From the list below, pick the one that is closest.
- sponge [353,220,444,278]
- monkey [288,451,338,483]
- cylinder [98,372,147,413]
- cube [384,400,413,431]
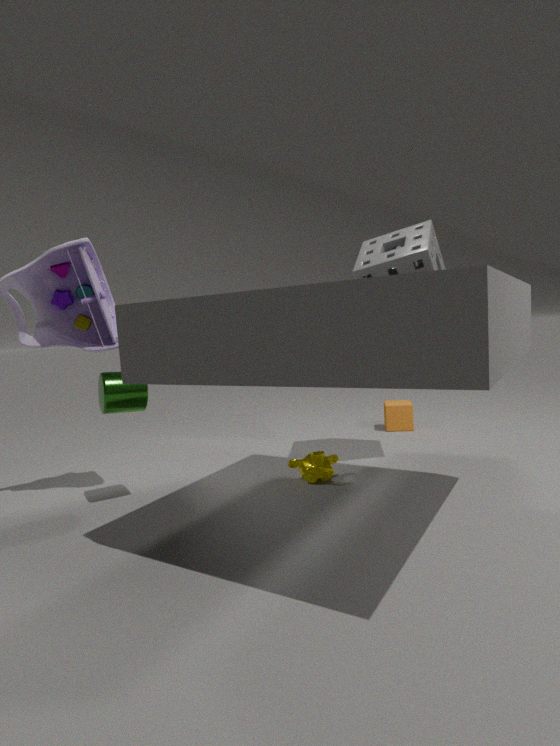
cylinder [98,372,147,413]
